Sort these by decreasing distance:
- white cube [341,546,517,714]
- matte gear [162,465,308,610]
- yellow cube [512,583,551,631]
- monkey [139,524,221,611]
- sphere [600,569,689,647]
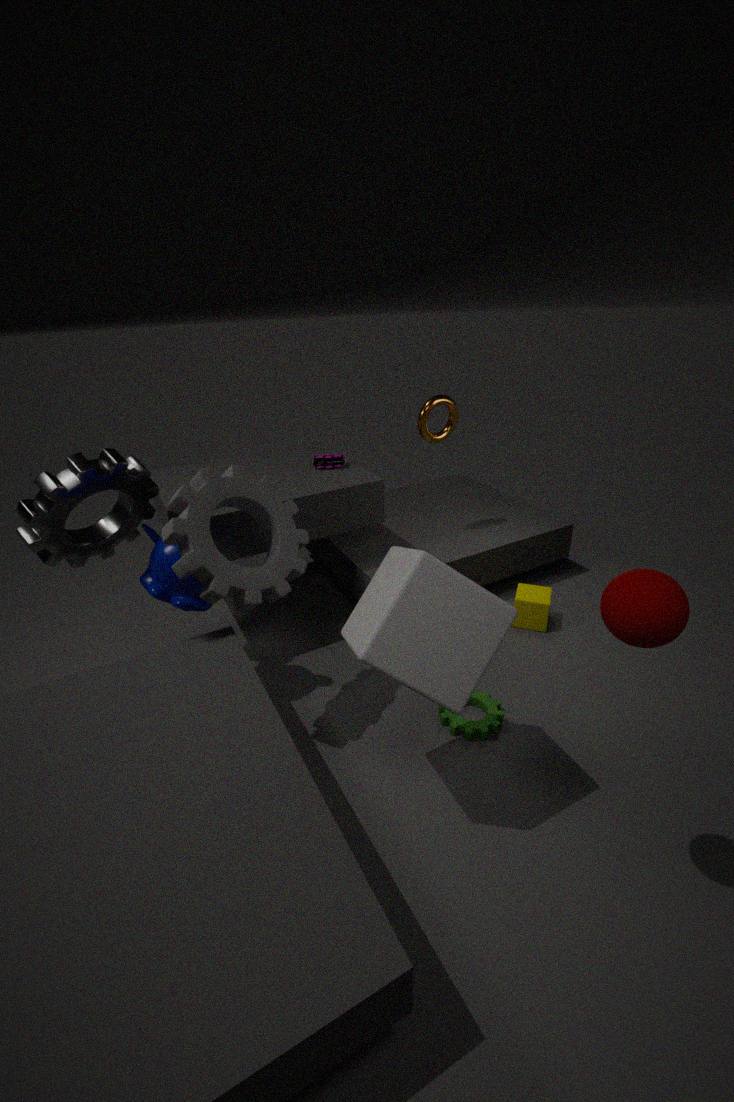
yellow cube [512,583,551,631] → monkey [139,524,221,611] → matte gear [162,465,308,610] → white cube [341,546,517,714] → sphere [600,569,689,647]
